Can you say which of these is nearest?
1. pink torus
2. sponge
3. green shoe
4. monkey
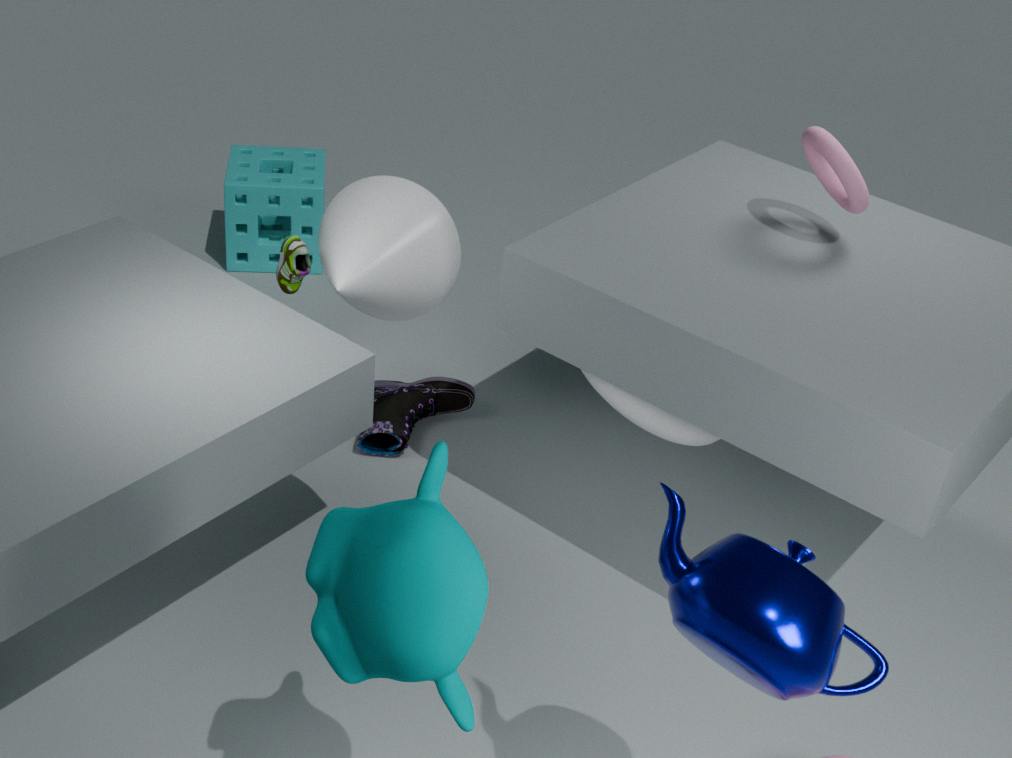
monkey
